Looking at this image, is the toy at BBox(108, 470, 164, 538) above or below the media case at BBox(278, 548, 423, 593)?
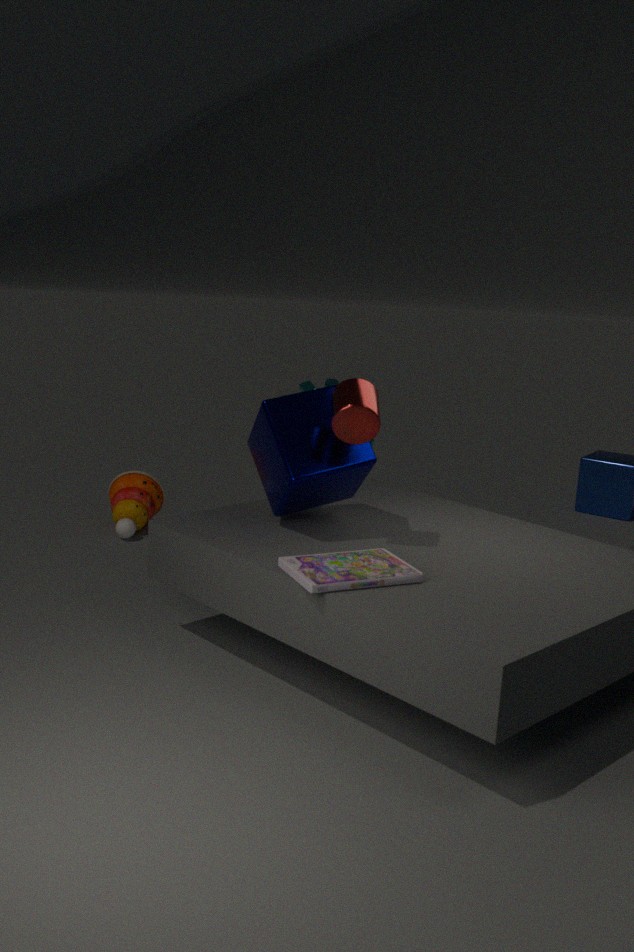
below
